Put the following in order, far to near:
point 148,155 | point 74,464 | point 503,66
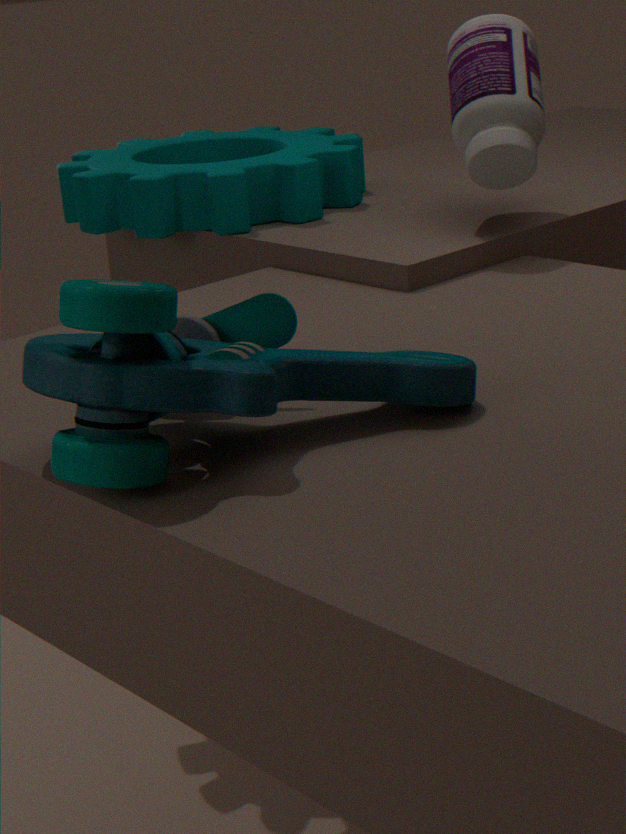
point 148,155, point 503,66, point 74,464
